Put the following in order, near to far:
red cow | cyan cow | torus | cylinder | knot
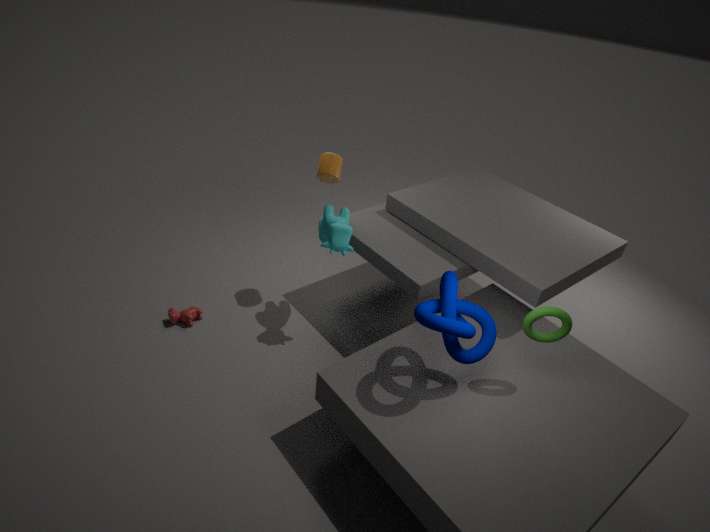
knot
torus
cyan cow
cylinder
red cow
